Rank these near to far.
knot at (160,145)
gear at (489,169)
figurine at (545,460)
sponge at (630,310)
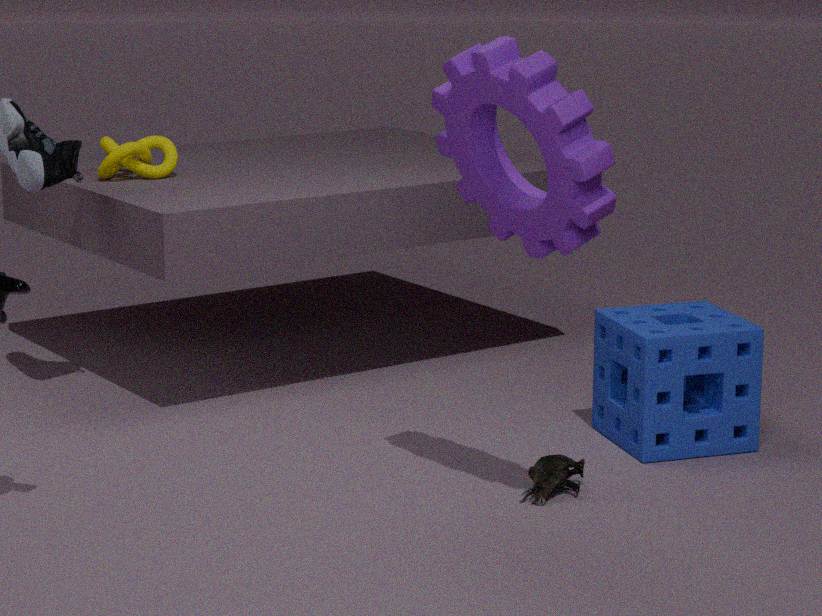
1. gear at (489,169)
2. figurine at (545,460)
3. sponge at (630,310)
4. knot at (160,145)
